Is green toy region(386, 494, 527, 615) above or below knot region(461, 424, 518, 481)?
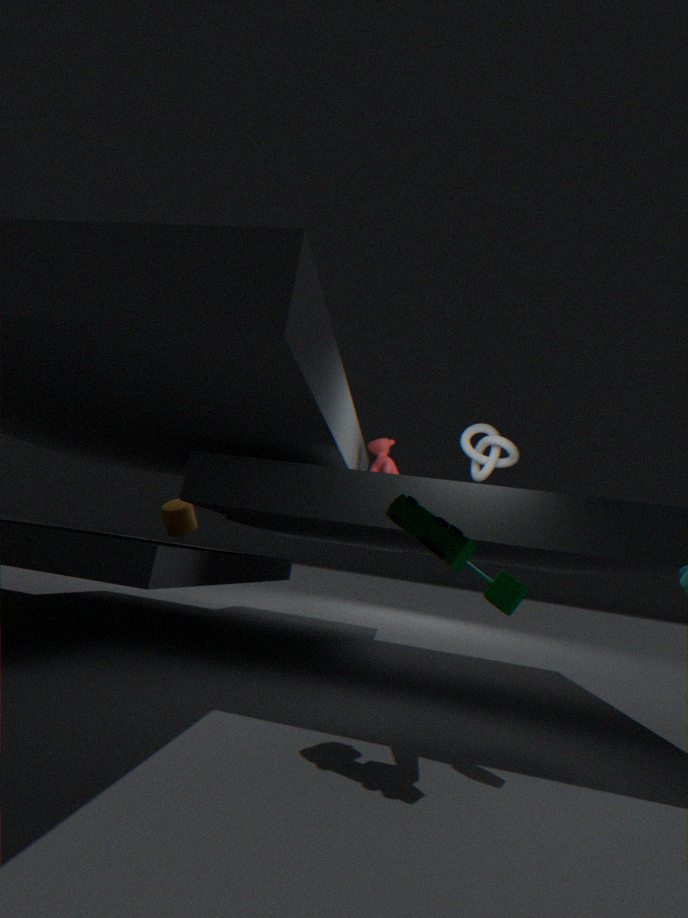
below
